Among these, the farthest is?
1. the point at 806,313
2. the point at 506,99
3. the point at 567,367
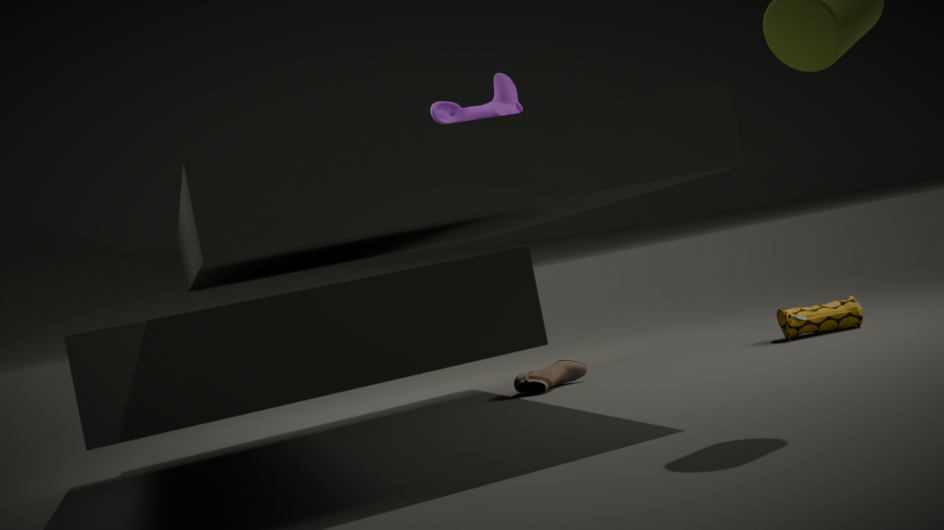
the point at 506,99
